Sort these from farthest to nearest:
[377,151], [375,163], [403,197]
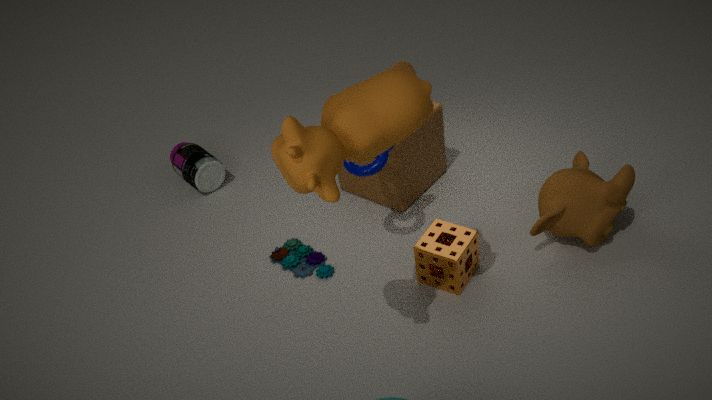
1. [403,197]
2. [375,163]
3. [377,151]
